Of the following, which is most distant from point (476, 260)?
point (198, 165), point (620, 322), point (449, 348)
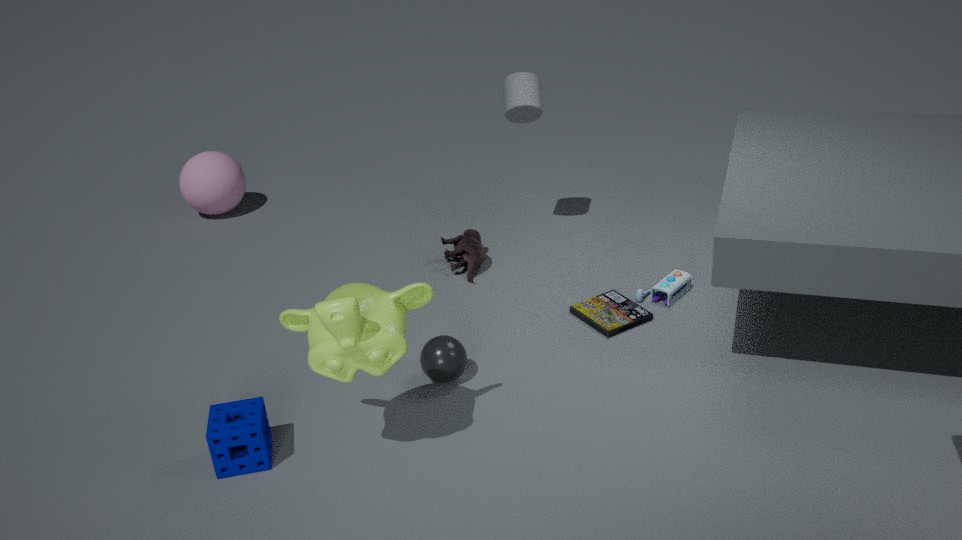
point (198, 165)
